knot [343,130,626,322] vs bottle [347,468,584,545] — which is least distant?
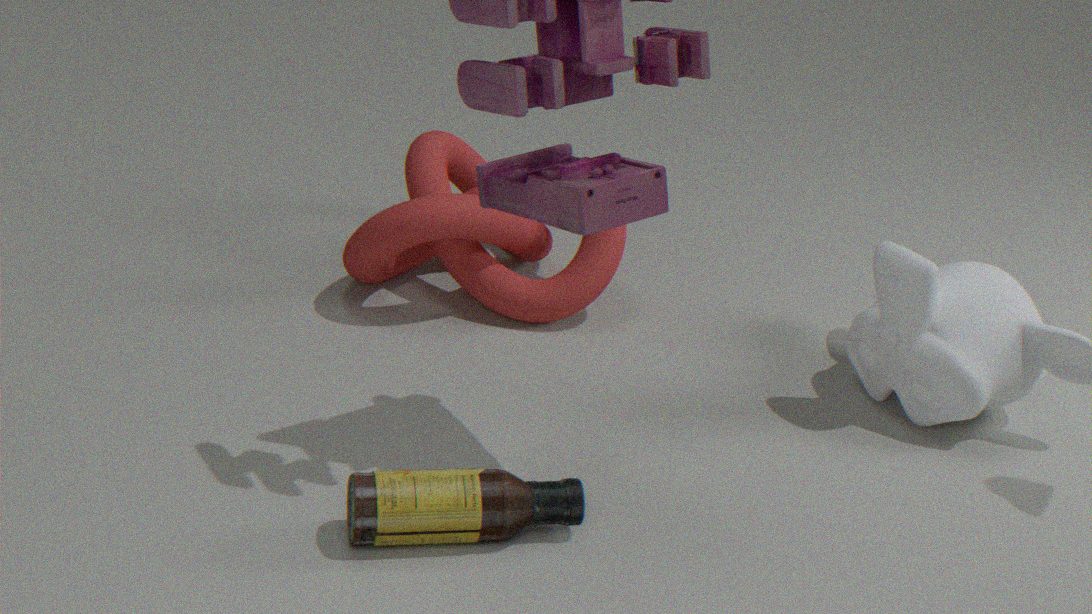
bottle [347,468,584,545]
